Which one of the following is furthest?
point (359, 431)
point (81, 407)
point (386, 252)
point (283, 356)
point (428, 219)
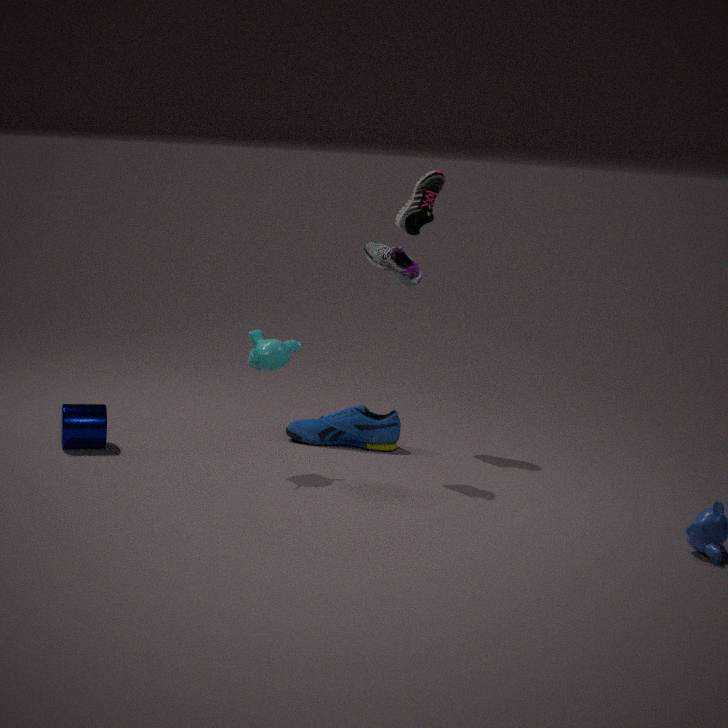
point (359, 431)
